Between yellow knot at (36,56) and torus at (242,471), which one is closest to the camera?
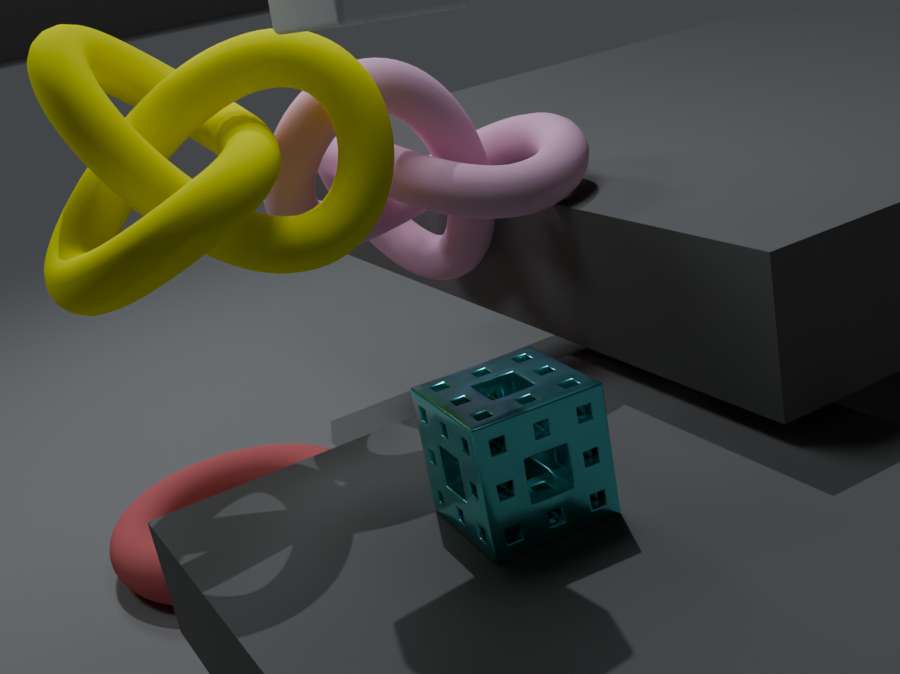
yellow knot at (36,56)
